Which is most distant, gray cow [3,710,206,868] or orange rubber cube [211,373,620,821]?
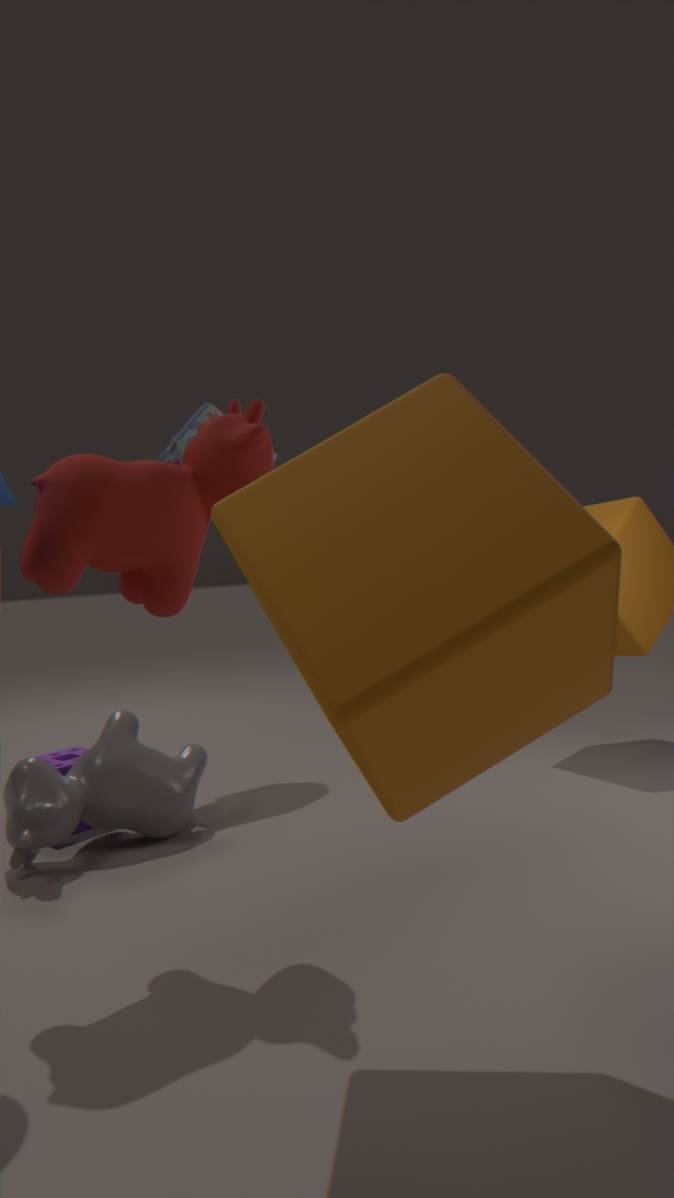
gray cow [3,710,206,868]
